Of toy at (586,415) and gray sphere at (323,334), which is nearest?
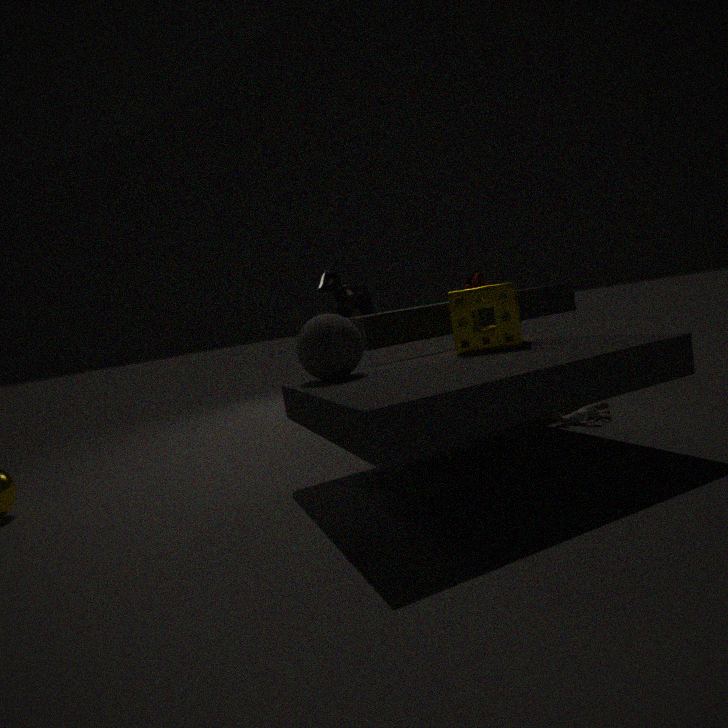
gray sphere at (323,334)
